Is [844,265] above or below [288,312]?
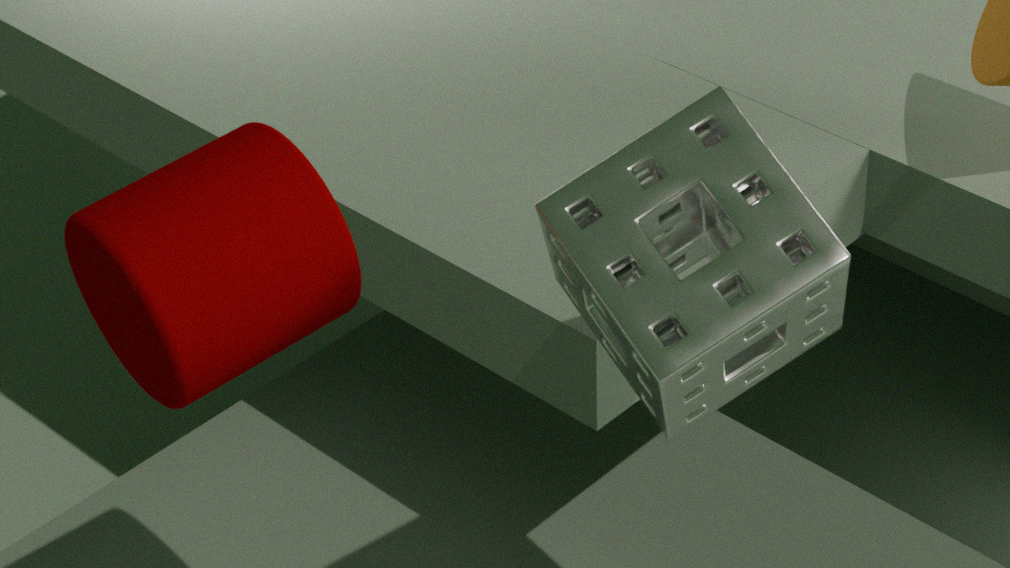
below
